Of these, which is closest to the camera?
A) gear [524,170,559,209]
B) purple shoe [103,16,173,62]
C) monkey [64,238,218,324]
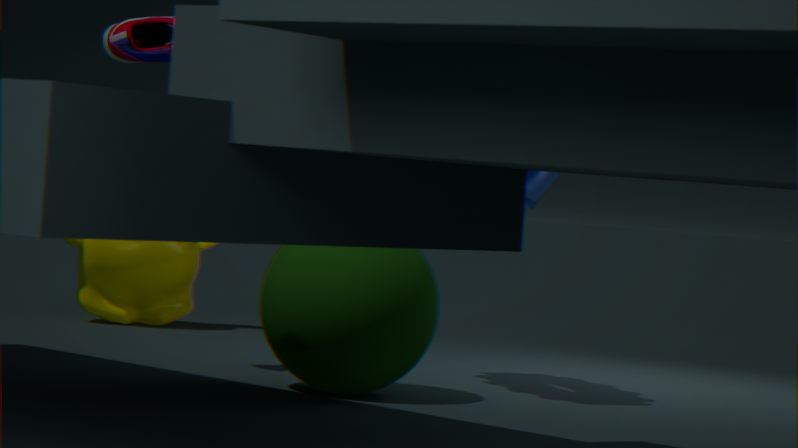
purple shoe [103,16,173,62]
